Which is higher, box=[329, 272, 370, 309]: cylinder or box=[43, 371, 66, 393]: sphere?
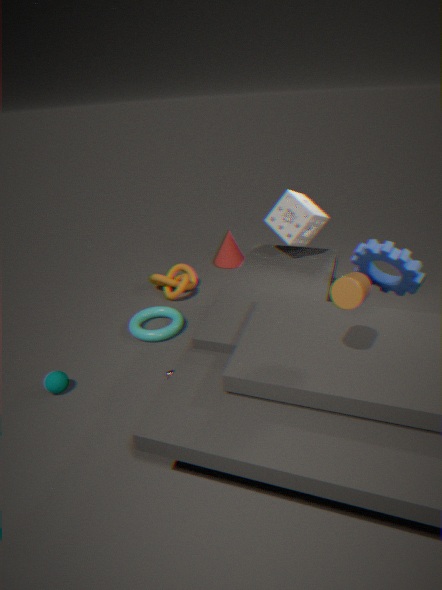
box=[329, 272, 370, 309]: cylinder
